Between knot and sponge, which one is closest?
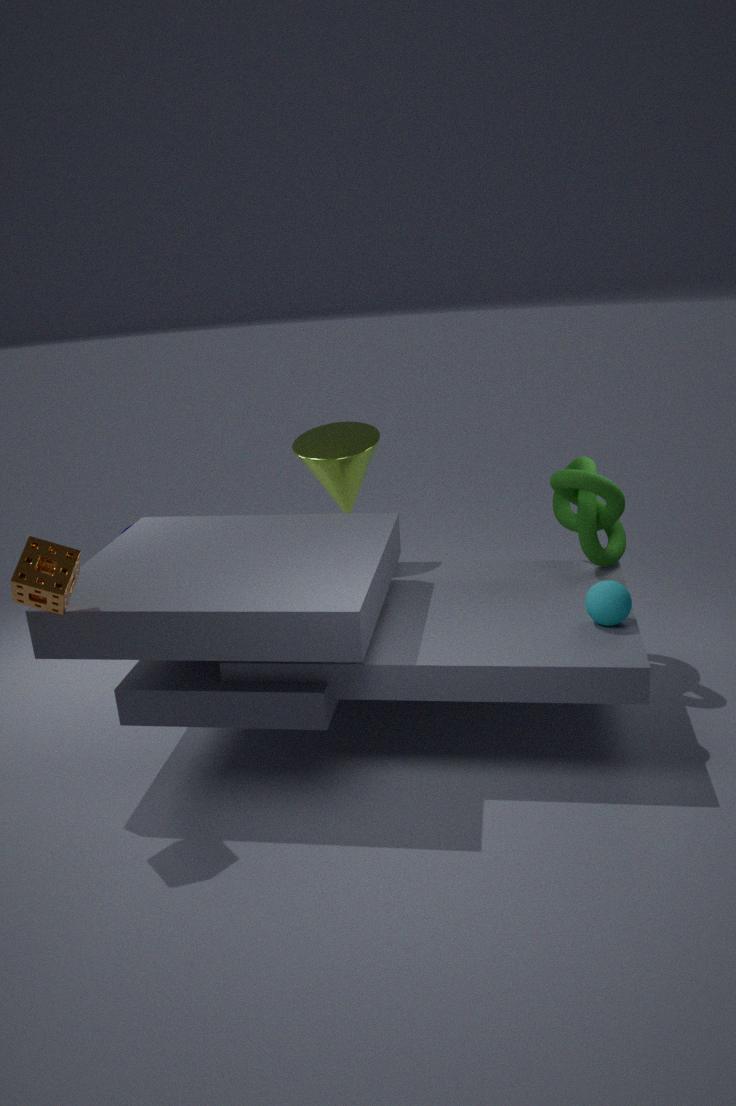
sponge
